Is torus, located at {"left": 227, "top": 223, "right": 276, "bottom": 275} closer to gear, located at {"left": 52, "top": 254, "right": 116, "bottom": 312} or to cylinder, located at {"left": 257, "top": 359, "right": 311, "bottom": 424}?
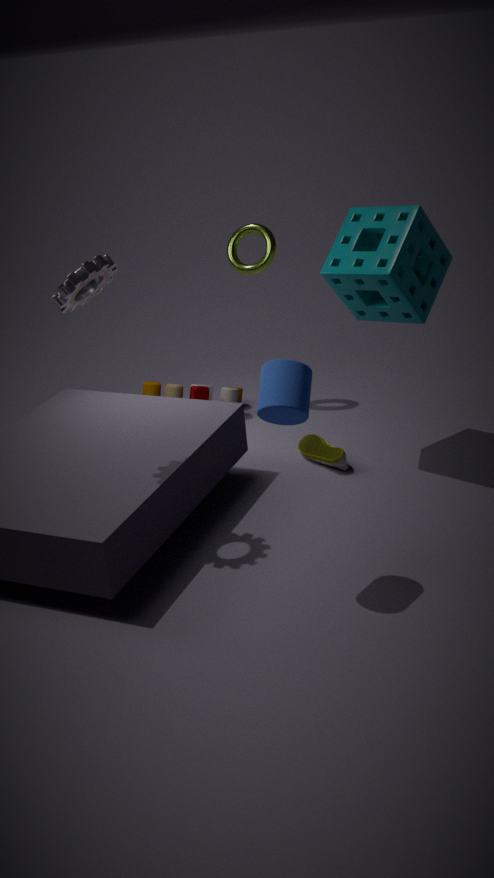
gear, located at {"left": 52, "top": 254, "right": 116, "bottom": 312}
